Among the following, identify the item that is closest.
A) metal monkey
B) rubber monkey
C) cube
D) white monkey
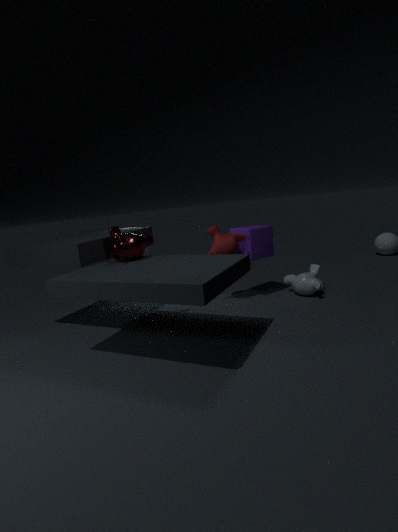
metal monkey
